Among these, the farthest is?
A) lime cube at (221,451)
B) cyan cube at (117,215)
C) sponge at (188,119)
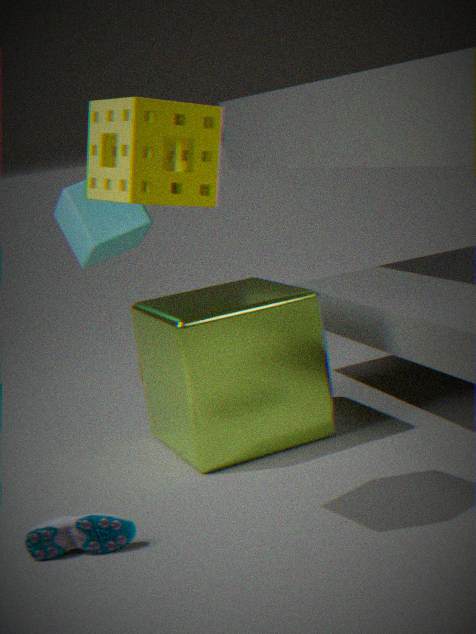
cyan cube at (117,215)
